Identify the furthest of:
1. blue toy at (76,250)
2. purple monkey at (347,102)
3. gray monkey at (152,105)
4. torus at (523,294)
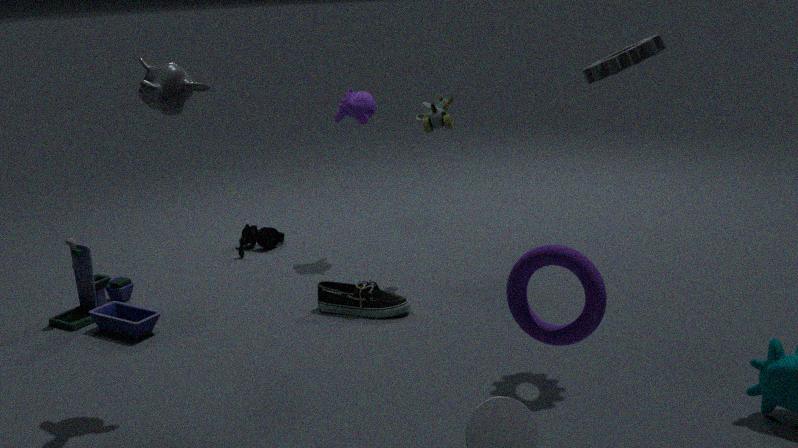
purple monkey at (347,102)
